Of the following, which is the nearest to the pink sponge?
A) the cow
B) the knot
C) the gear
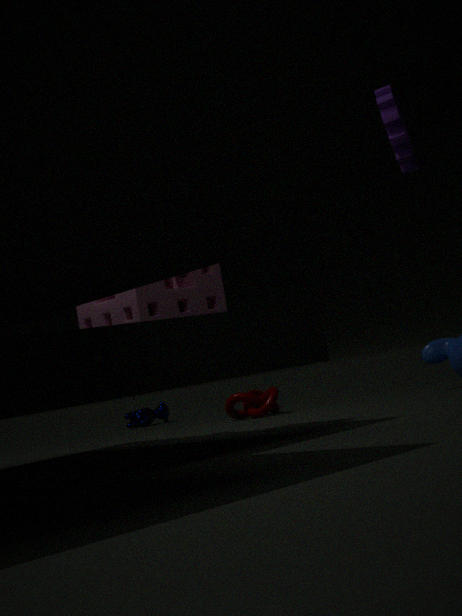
the gear
